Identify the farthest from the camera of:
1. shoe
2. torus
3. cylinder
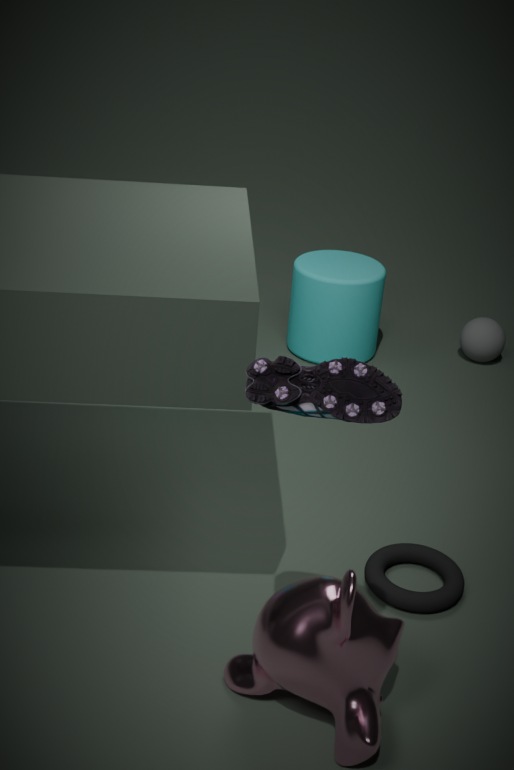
cylinder
